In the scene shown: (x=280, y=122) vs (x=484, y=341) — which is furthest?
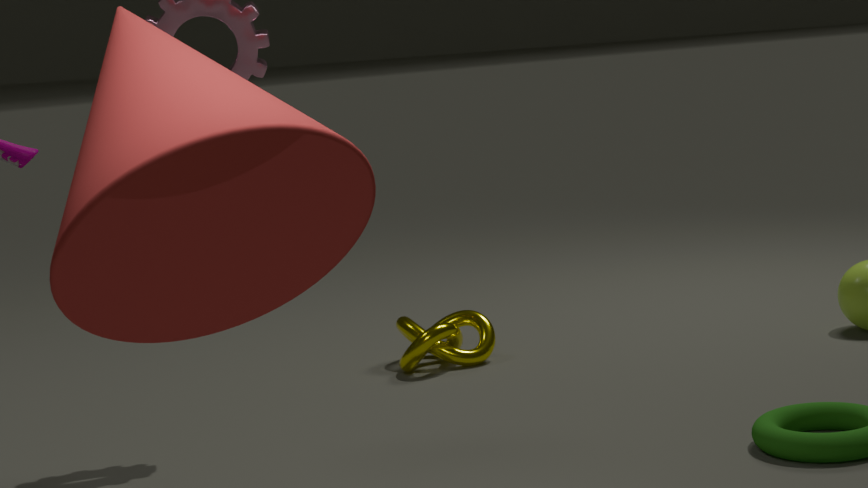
(x=484, y=341)
